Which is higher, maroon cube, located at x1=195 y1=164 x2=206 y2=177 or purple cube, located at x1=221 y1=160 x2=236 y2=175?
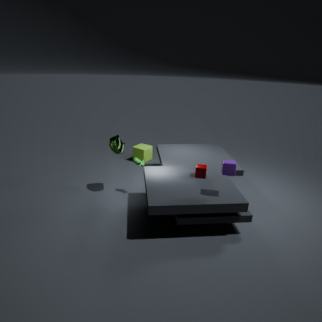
purple cube, located at x1=221 y1=160 x2=236 y2=175
